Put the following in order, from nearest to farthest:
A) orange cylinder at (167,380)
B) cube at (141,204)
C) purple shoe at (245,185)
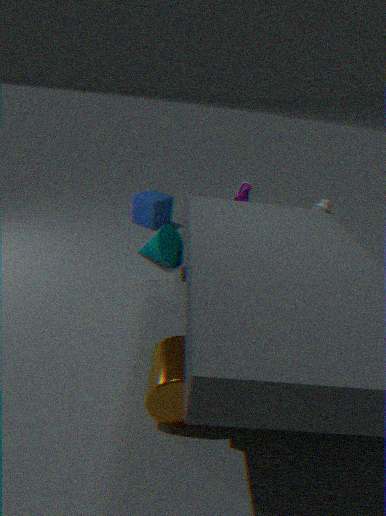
orange cylinder at (167,380) → purple shoe at (245,185) → cube at (141,204)
